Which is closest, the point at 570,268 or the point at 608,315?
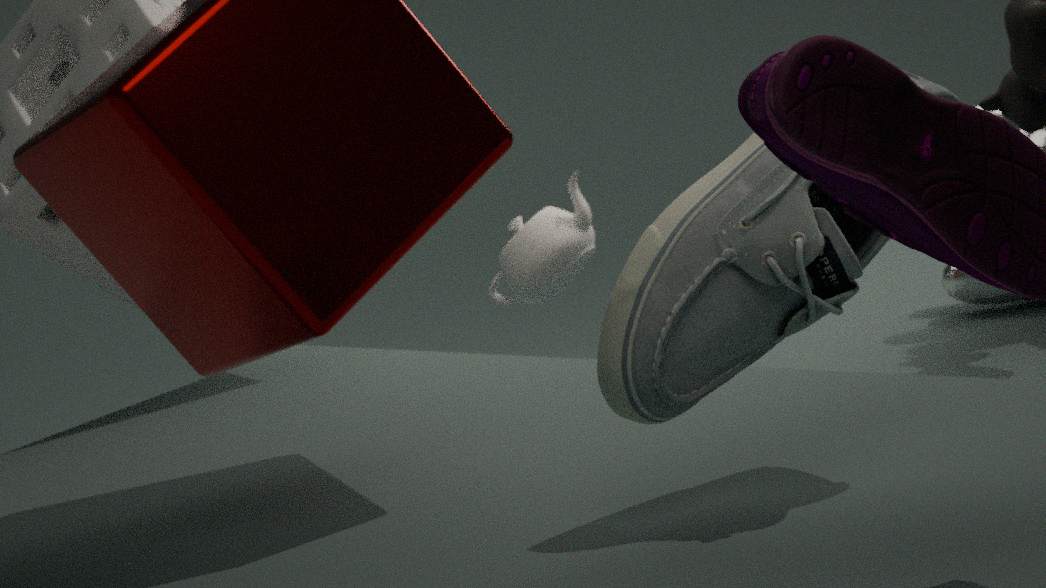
the point at 608,315
